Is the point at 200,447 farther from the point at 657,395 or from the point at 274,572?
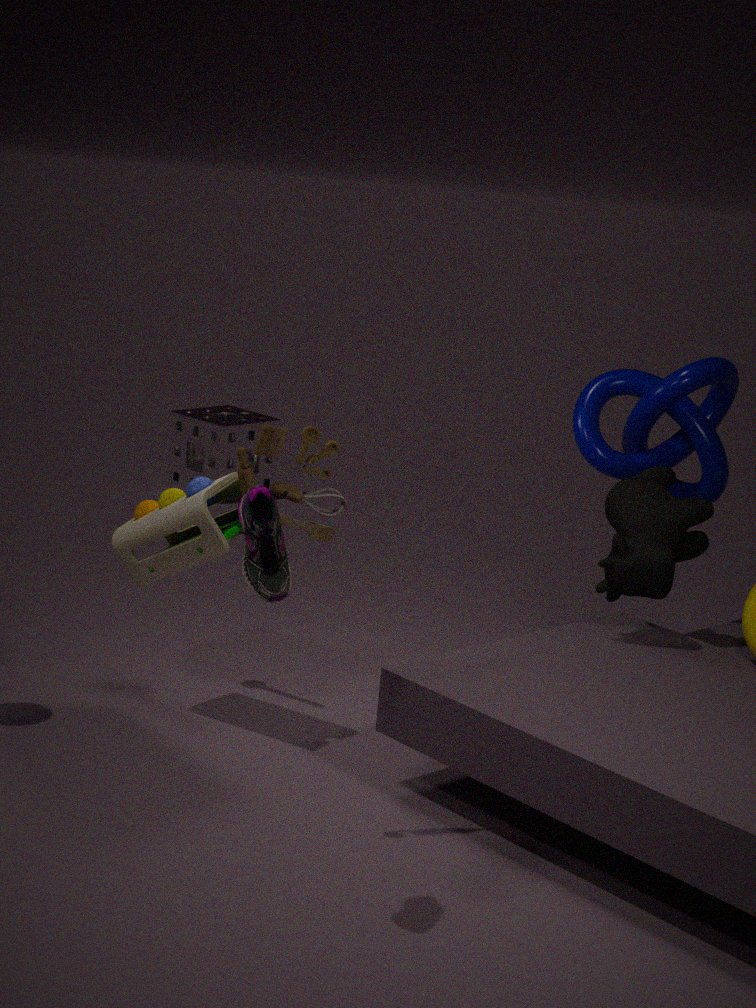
the point at 274,572
